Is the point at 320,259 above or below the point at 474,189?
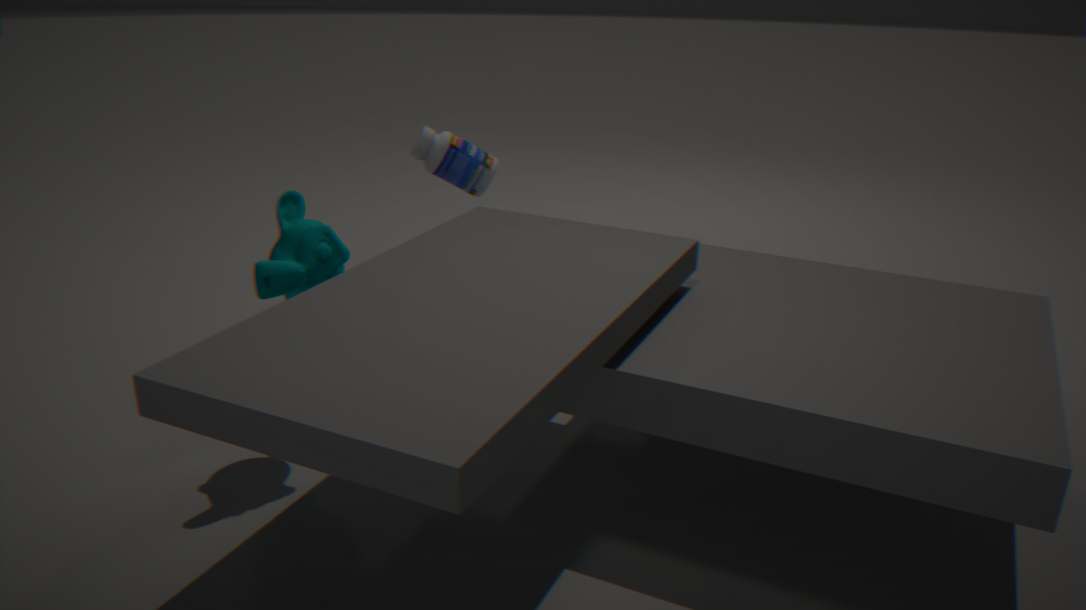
below
